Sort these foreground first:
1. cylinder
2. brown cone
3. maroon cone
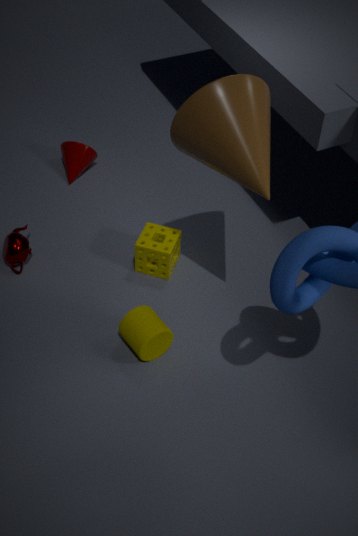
brown cone, cylinder, maroon cone
